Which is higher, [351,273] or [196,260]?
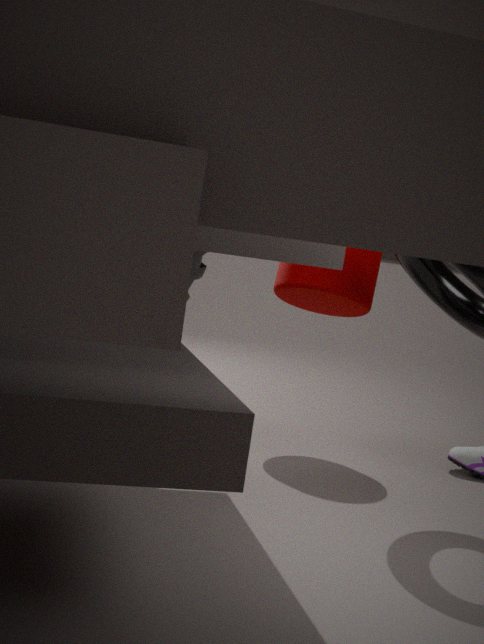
[351,273]
